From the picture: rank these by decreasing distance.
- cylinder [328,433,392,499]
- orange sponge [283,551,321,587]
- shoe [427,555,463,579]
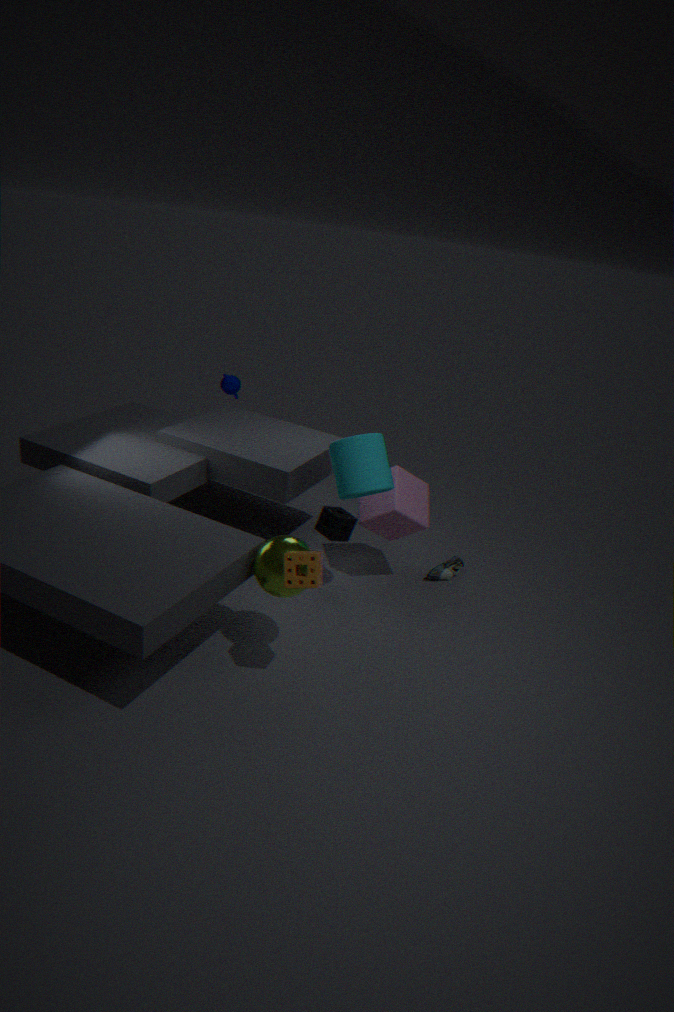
shoe [427,555,463,579]
cylinder [328,433,392,499]
orange sponge [283,551,321,587]
